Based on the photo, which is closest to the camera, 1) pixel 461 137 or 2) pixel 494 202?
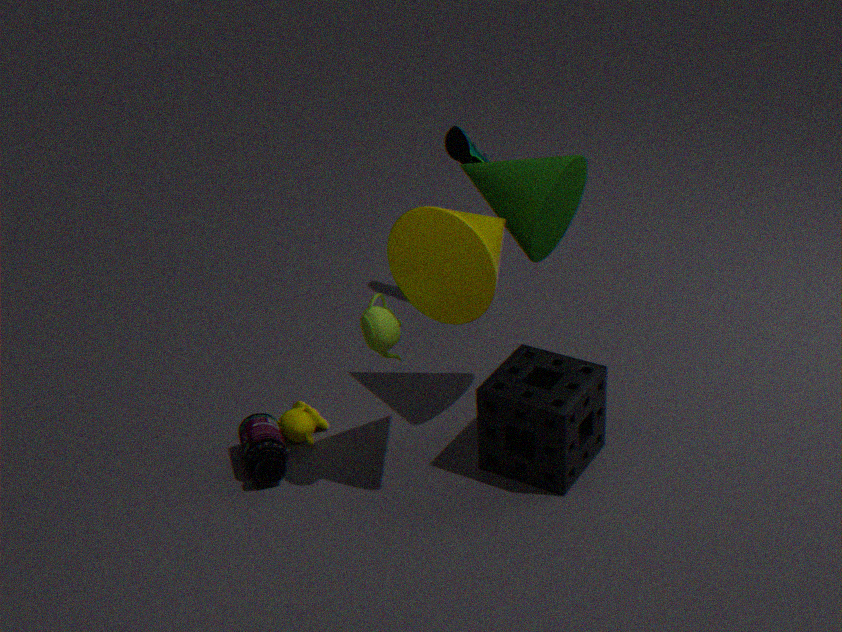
2. pixel 494 202
